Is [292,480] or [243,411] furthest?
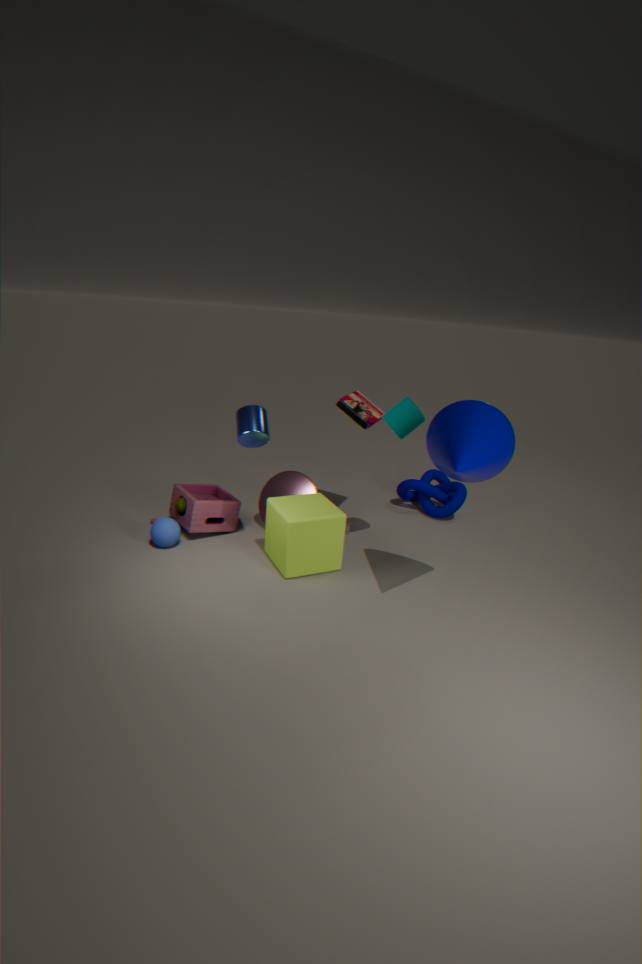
[292,480]
